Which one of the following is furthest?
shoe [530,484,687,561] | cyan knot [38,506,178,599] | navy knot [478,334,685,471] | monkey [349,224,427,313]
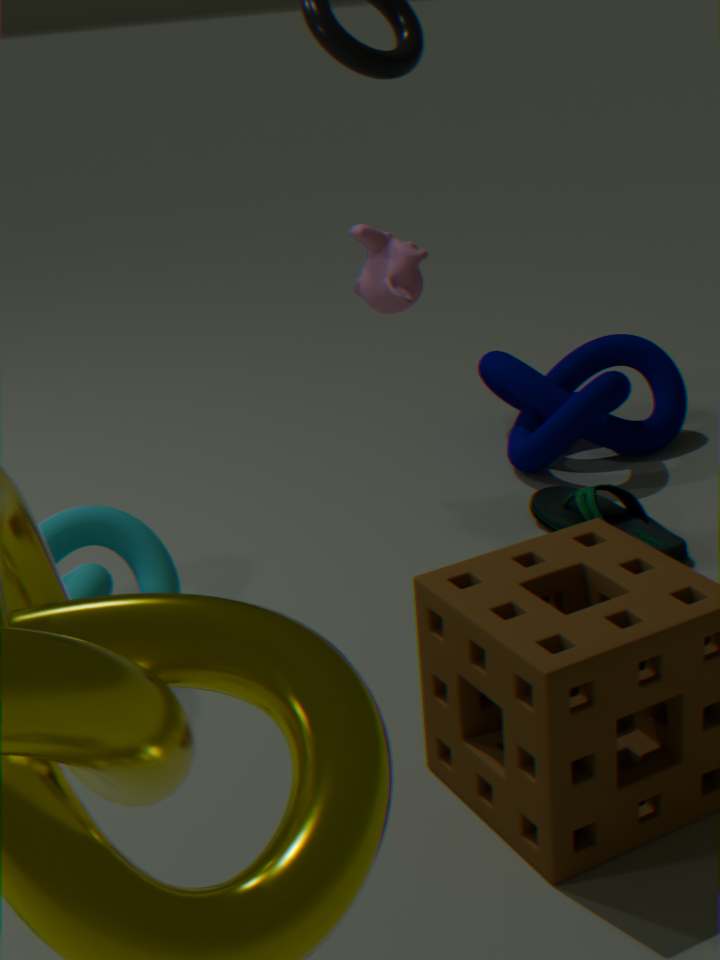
navy knot [478,334,685,471]
